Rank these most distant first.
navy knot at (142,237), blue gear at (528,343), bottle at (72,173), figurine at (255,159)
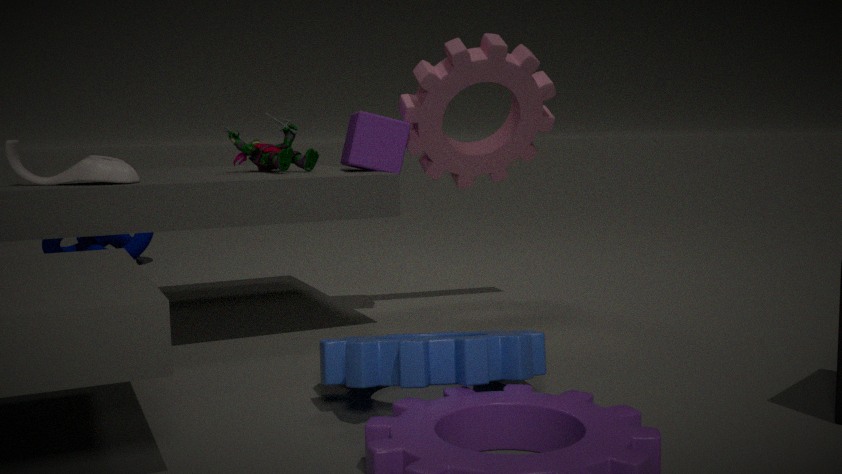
navy knot at (142,237)
figurine at (255,159)
bottle at (72,173)
blue gear at (528,343)
